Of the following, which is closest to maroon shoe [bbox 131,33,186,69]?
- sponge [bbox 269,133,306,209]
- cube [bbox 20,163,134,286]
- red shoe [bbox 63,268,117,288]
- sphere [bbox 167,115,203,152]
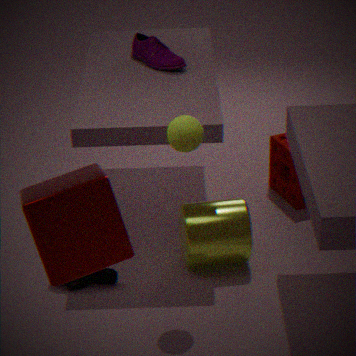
sponge [bbox 269,133,306,209]
